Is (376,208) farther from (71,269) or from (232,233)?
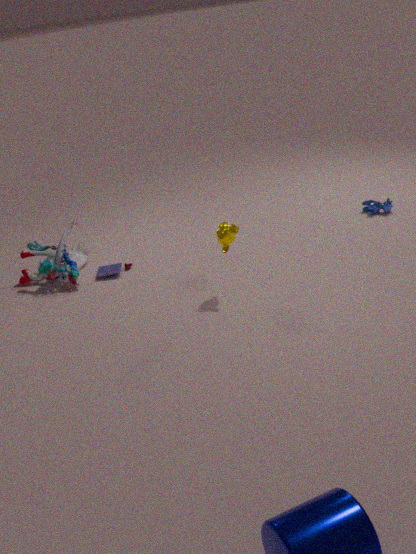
(71,269)
